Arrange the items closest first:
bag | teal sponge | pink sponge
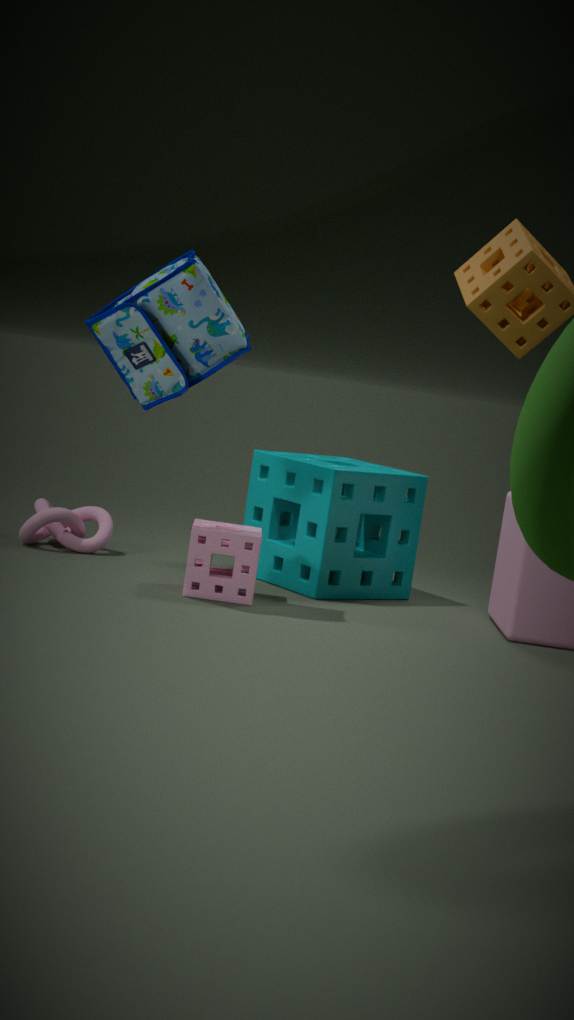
bag < pink sponge < teal sponge
